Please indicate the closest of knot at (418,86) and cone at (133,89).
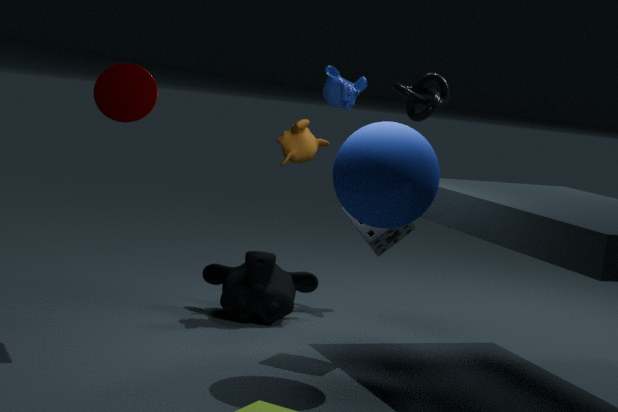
cone at (133,89)
